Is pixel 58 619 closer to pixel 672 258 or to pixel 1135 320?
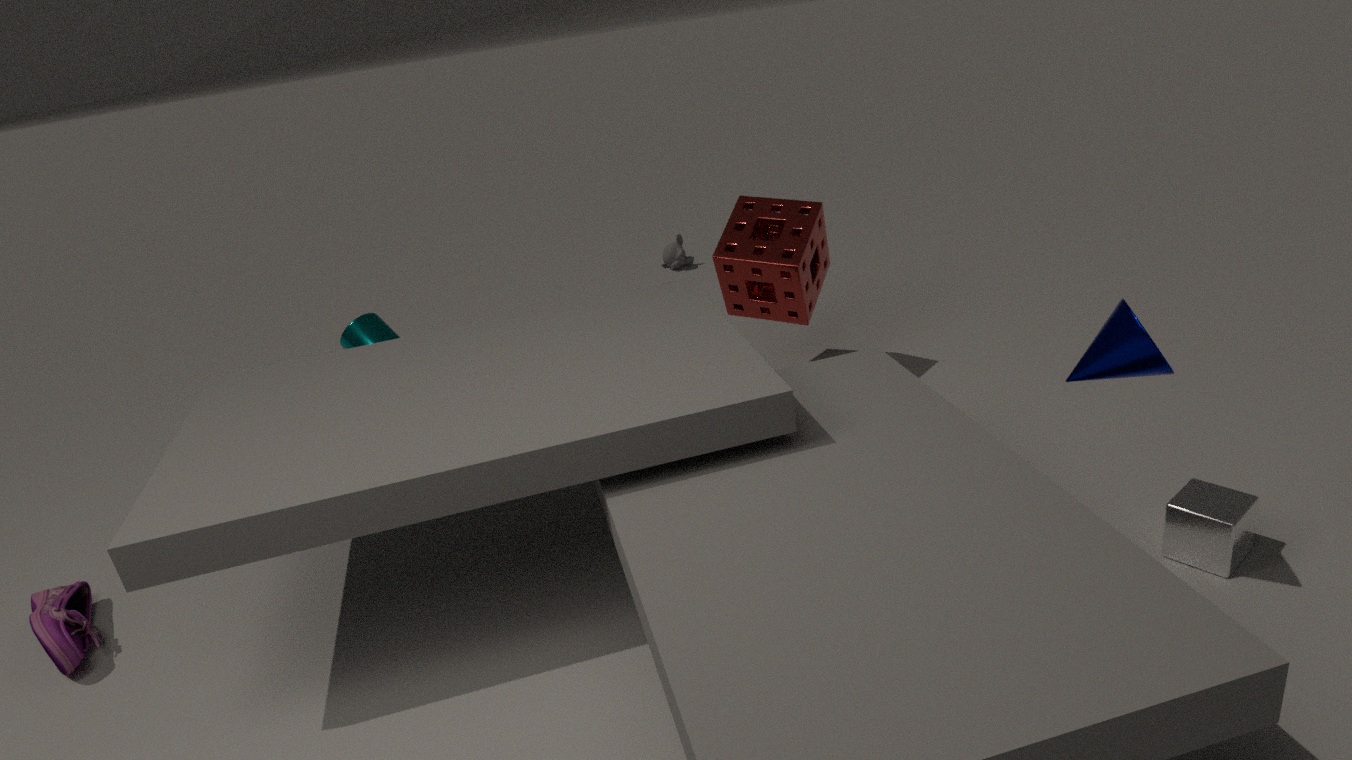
pixel 1135 320
